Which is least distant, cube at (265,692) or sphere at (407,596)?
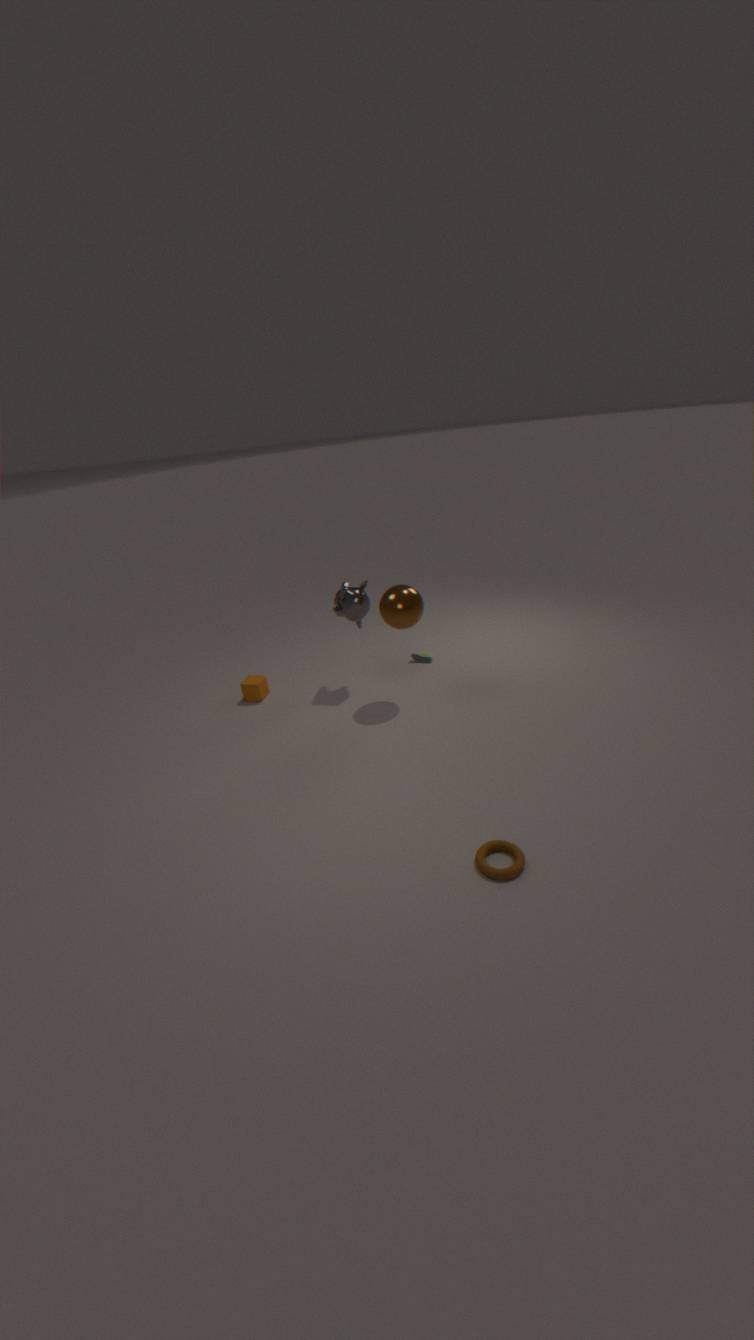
sphere at (407,596)
